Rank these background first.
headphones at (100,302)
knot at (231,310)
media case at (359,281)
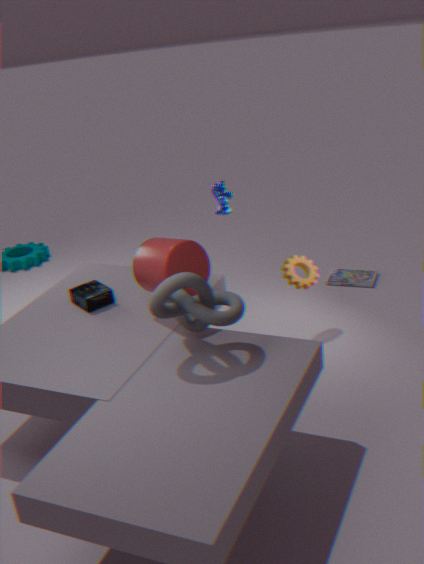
1. media case at (359,281)
2. headphones at (100,302)
3. knot at (231,310)
